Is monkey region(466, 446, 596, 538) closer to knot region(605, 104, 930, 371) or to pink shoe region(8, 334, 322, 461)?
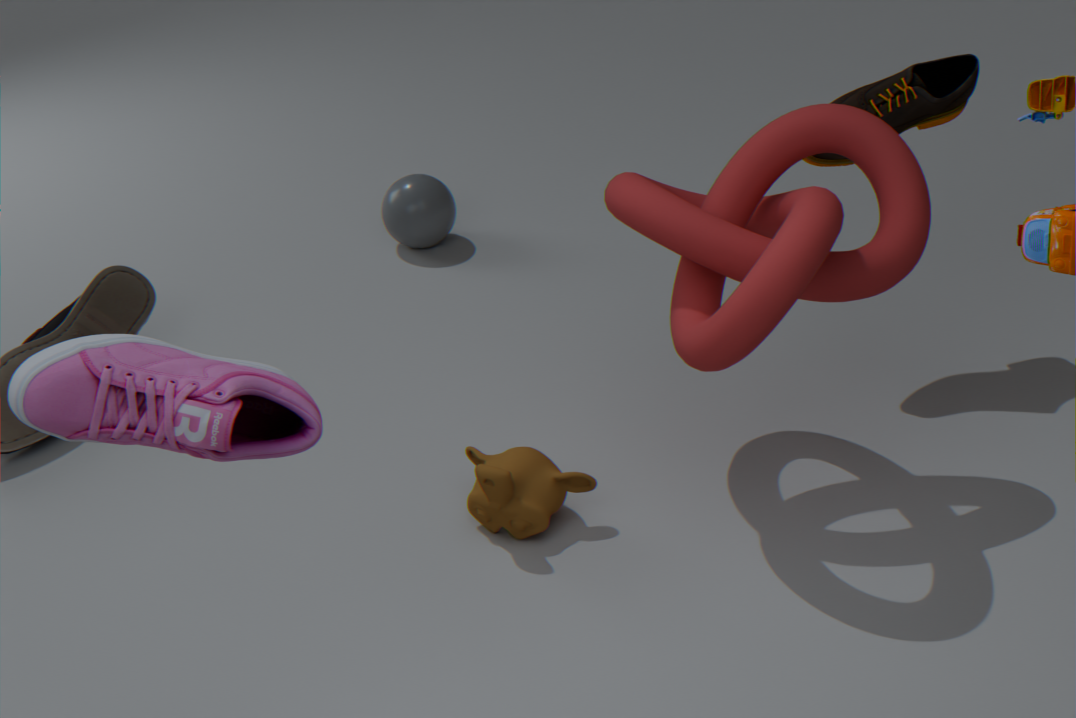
knot region(605, 104, 930, 371)
